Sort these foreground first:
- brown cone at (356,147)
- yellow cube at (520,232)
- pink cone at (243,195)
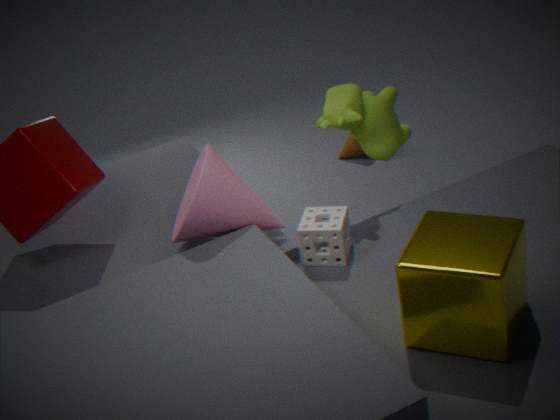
yellow cube at (520,232), pink cone at (243,195), brown cone at (356,147)
